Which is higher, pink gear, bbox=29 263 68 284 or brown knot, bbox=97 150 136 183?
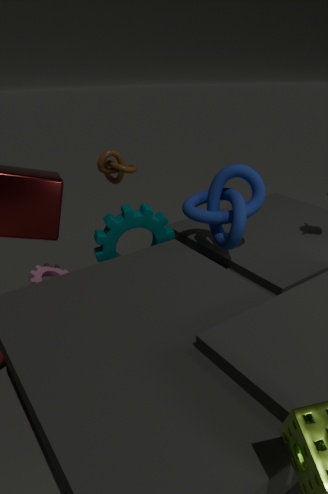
A: brown knot, bbox=97 150 136 183
